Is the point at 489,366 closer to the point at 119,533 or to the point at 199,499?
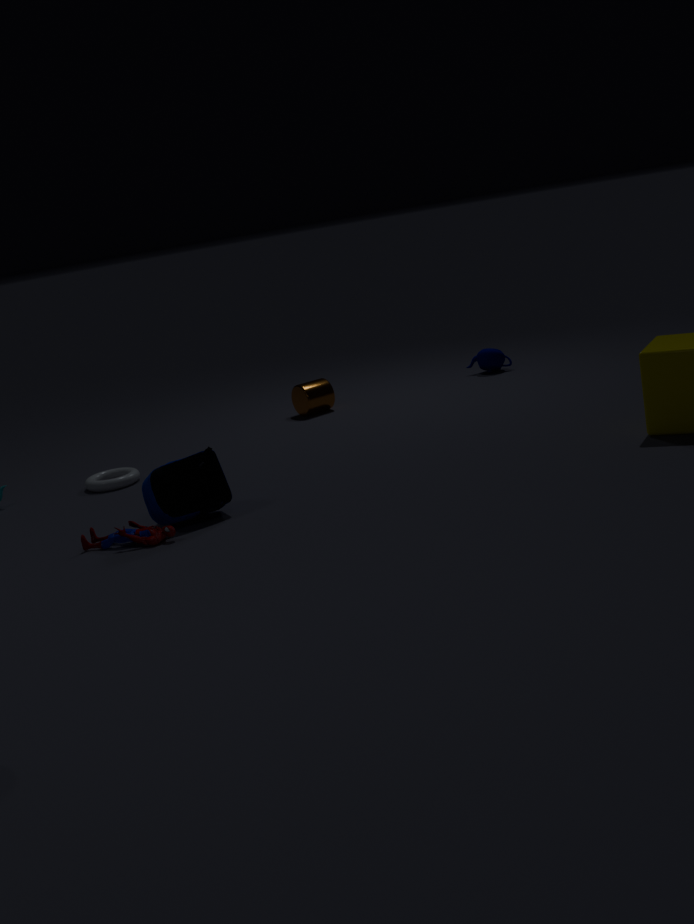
the point at 199,499
